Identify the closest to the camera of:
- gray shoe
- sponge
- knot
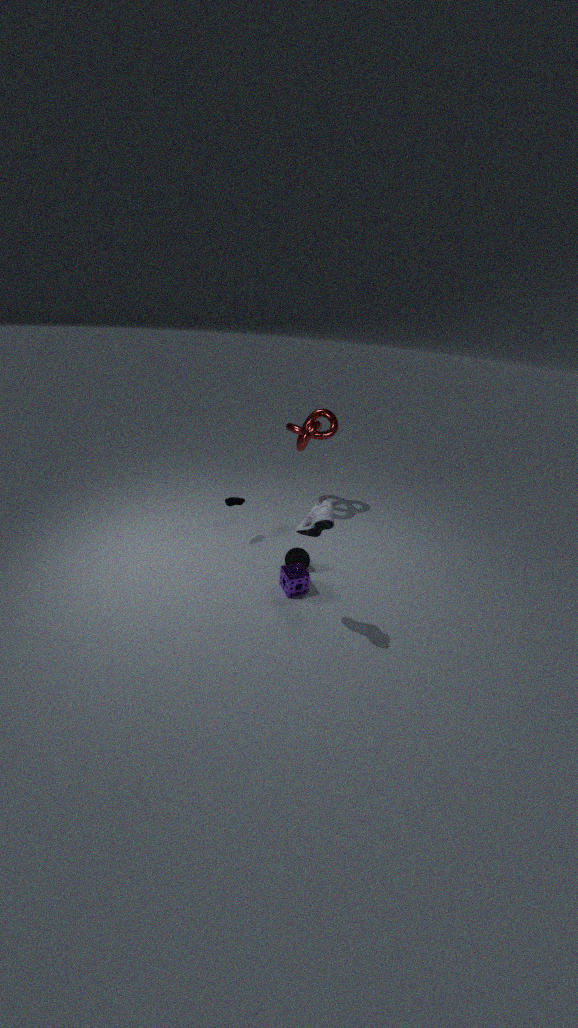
gray shoe
